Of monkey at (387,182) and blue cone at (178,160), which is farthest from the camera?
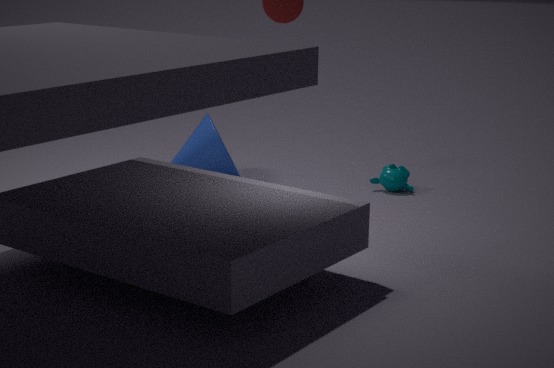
blue cone at (178,160)
